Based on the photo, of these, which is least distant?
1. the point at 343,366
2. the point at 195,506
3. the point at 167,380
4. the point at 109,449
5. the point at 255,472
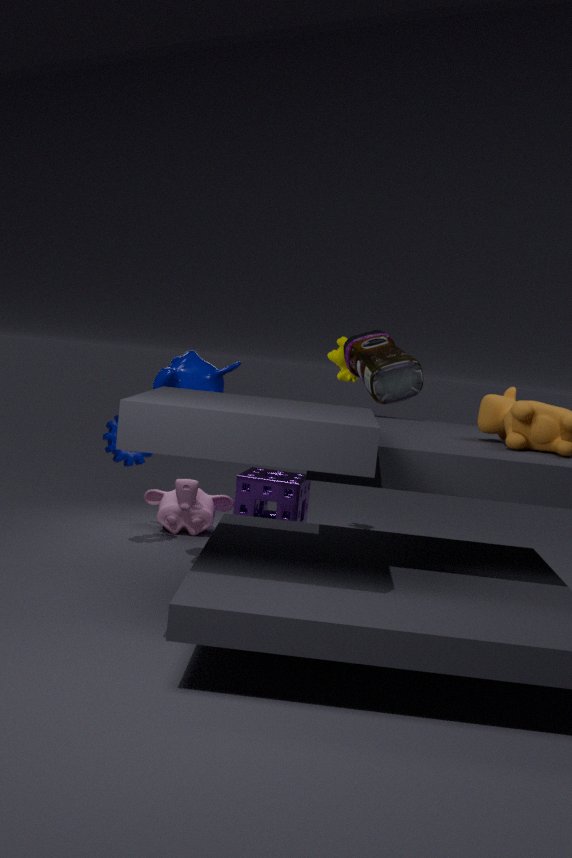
the point at 167,380
